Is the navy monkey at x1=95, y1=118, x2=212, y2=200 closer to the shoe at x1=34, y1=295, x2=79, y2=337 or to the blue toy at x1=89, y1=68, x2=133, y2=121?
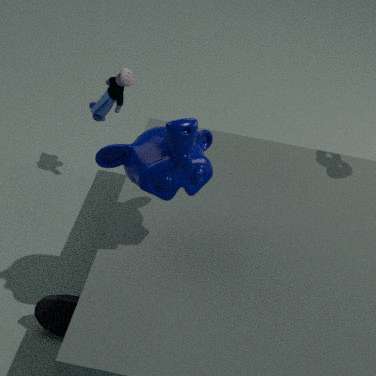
the shoe at x1=34, y1=295, x2=79, y2=337
